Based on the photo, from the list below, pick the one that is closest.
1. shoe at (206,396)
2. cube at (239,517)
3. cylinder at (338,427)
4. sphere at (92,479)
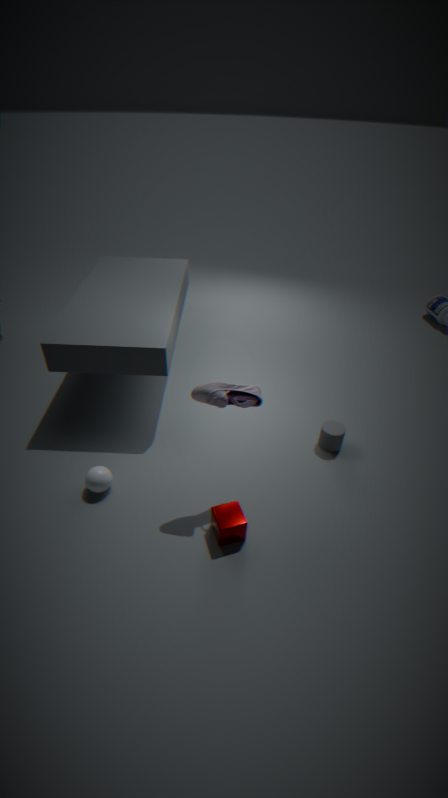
shoe at (206,396)
